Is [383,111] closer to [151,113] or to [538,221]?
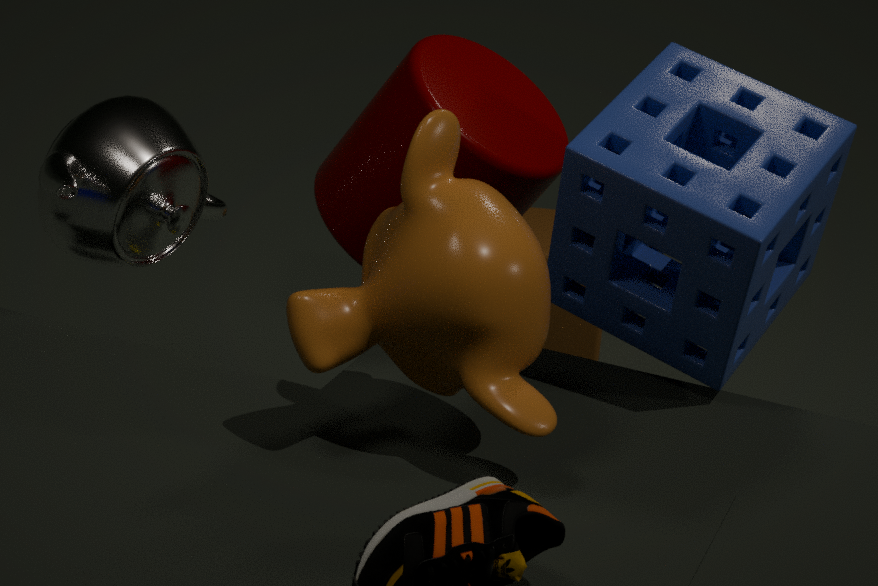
[151,113]
